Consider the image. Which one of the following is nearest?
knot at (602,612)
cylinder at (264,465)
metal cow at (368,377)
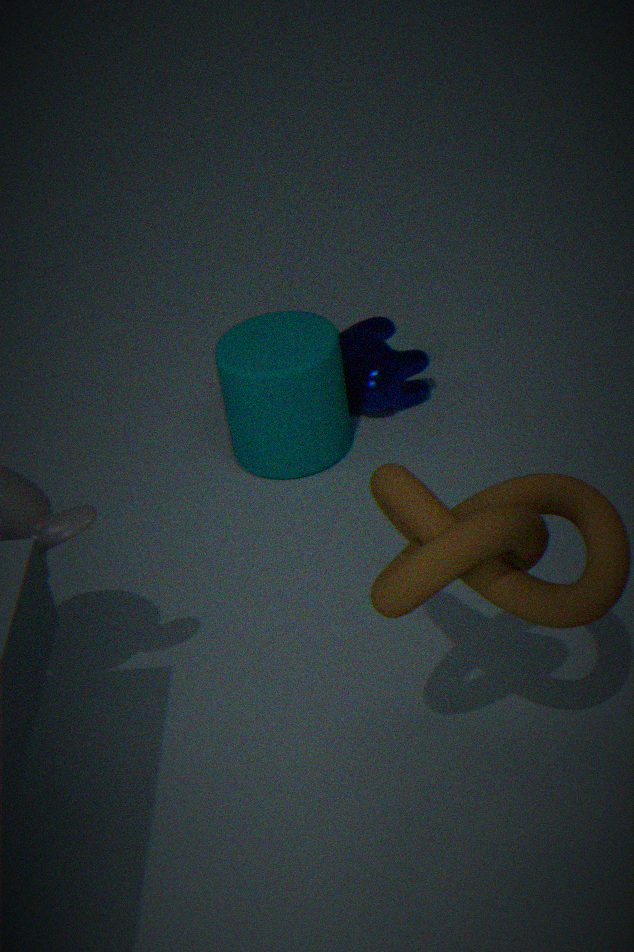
knot at (602,612)
